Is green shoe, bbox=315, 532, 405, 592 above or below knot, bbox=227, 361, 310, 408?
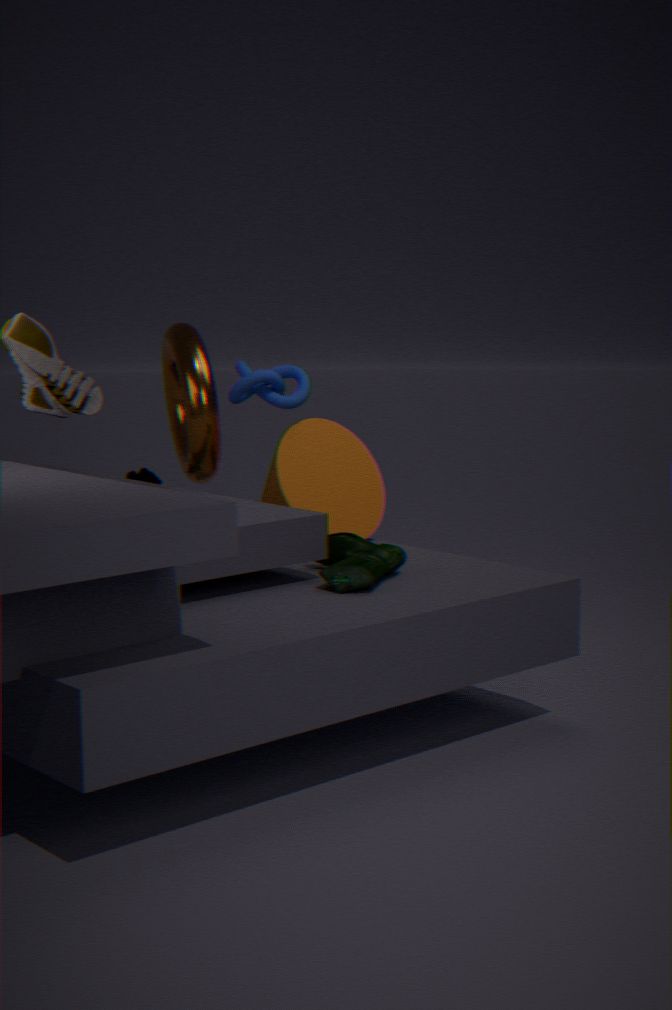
below
